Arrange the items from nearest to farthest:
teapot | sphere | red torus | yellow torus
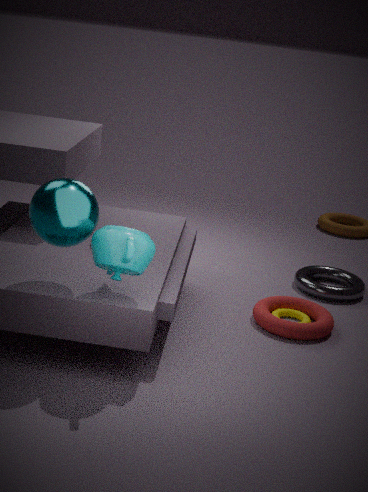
1. teapot
2. sphere
3. red torus
4. yellow torus
